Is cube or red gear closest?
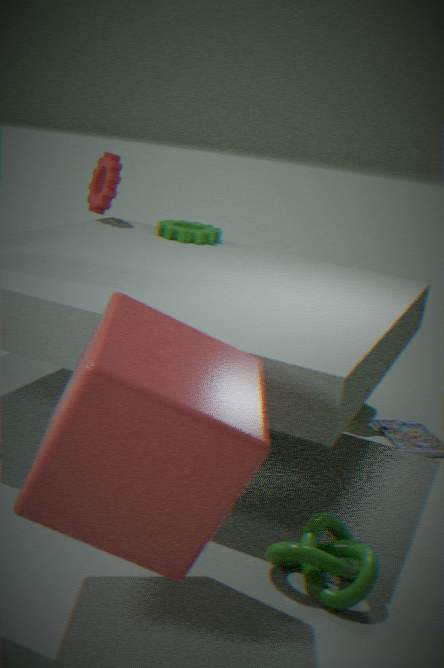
cube
